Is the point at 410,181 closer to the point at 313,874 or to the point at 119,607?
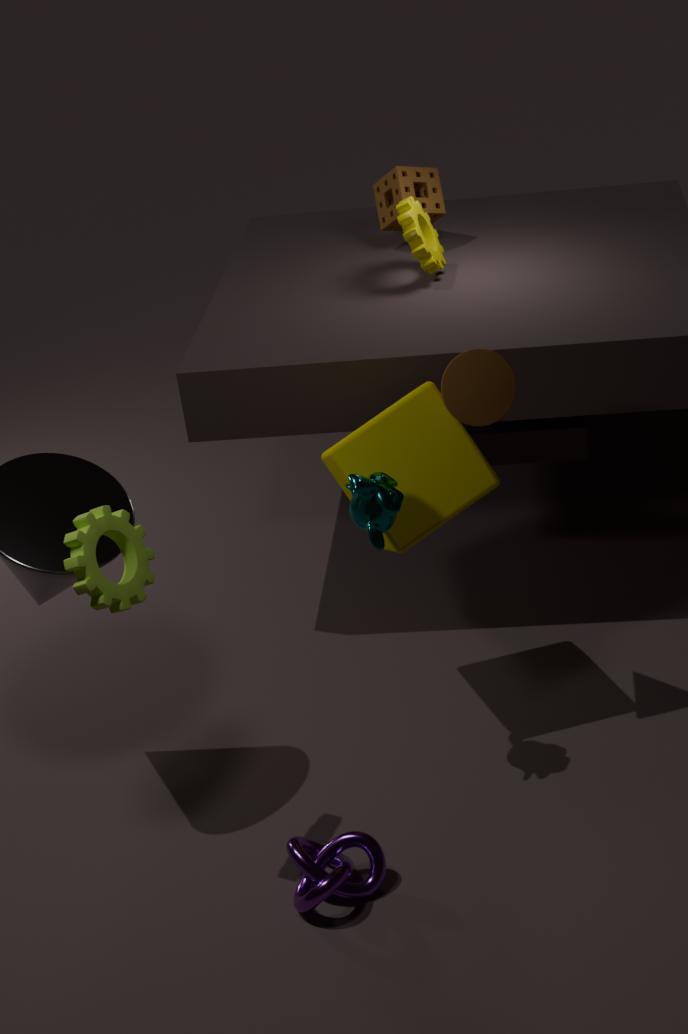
the point at 119,607
